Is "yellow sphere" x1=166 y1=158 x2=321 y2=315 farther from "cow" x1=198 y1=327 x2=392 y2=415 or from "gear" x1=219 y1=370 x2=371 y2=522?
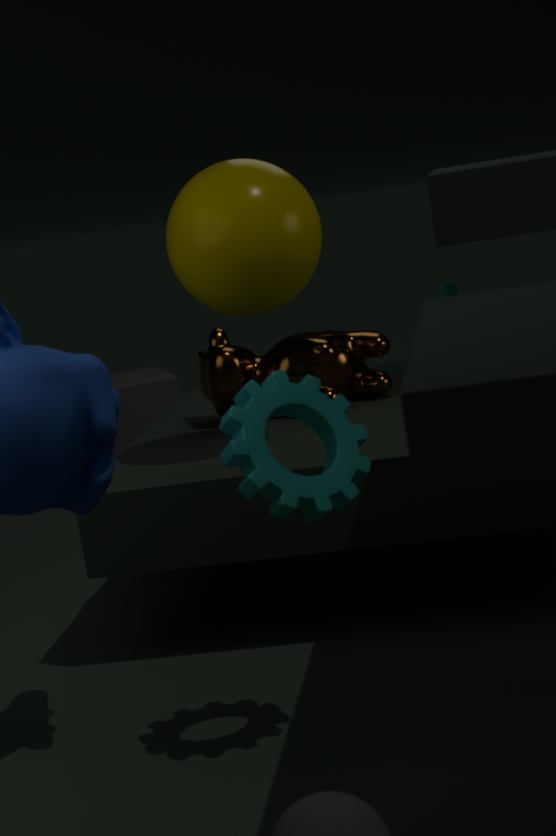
"gear" x1=219 y1=370 x2=371 y2=522
